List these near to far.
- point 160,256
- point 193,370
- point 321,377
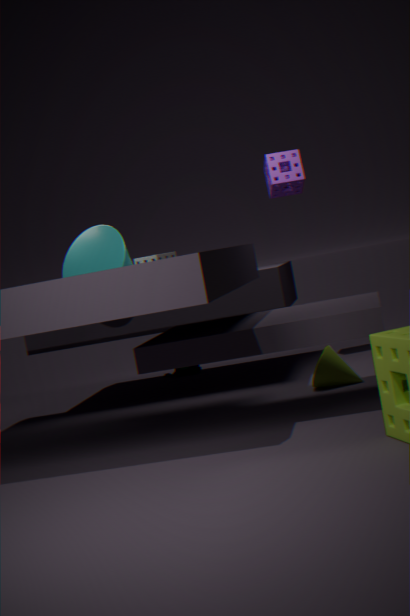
1. point 321,377
2. point 160,256
3. point 193,370
